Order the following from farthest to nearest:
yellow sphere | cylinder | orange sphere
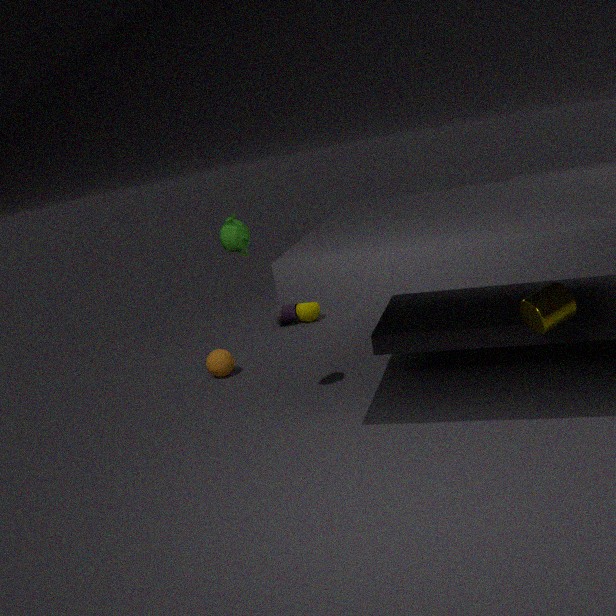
1. yellow sphere
2. orange sphere
3. cylinder
